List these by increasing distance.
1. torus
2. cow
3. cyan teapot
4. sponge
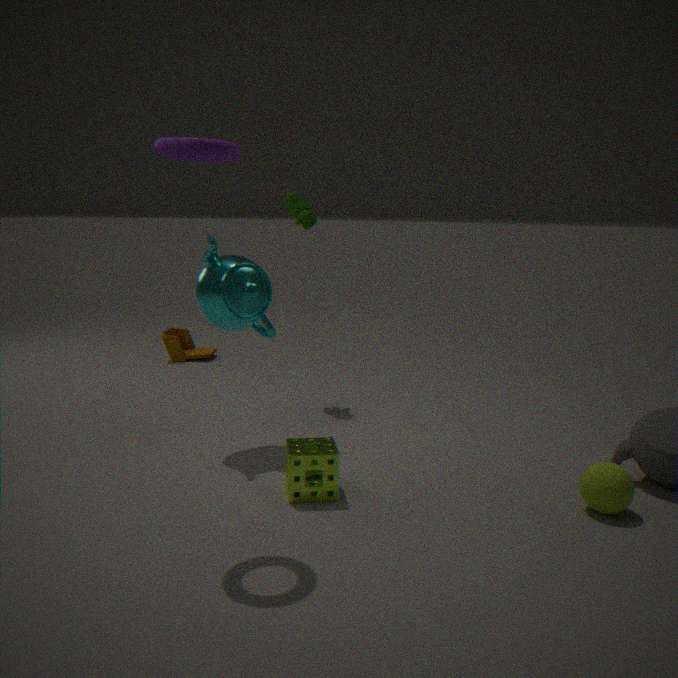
torus
sponge
cyan teapot
cow
